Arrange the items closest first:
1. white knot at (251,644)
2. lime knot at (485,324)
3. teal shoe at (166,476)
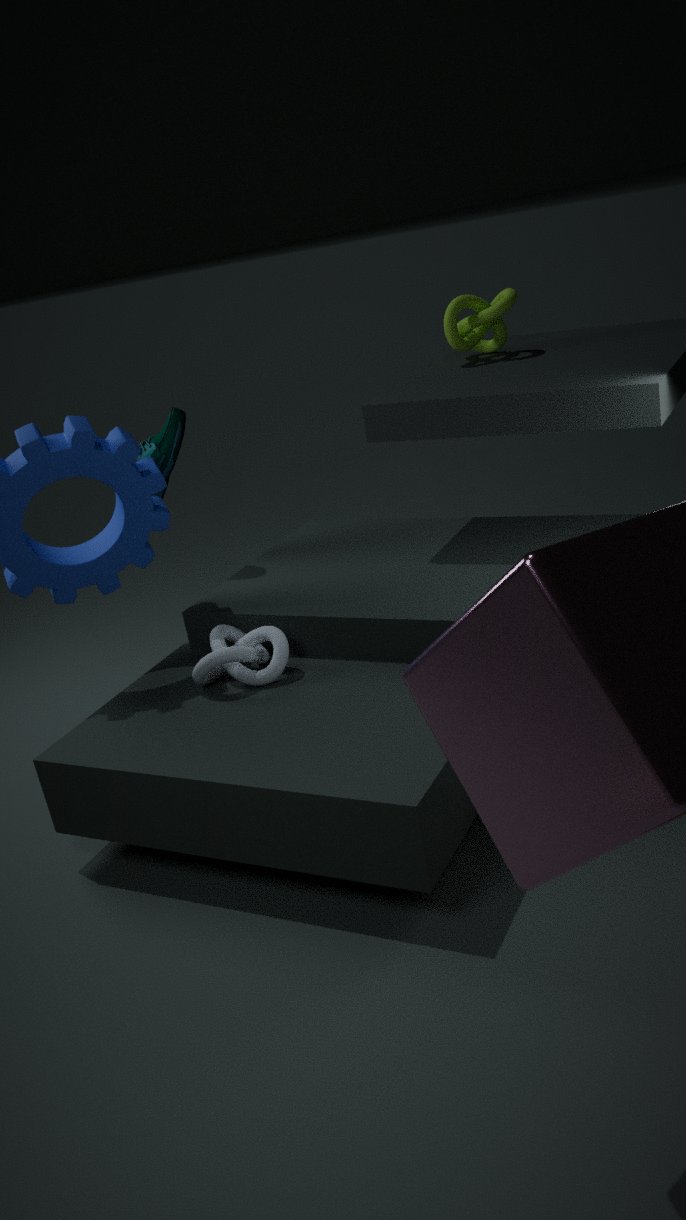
1. white knot at (251,644)
2. teal shoe at (166,476)
3. lime knot at (485,324)
